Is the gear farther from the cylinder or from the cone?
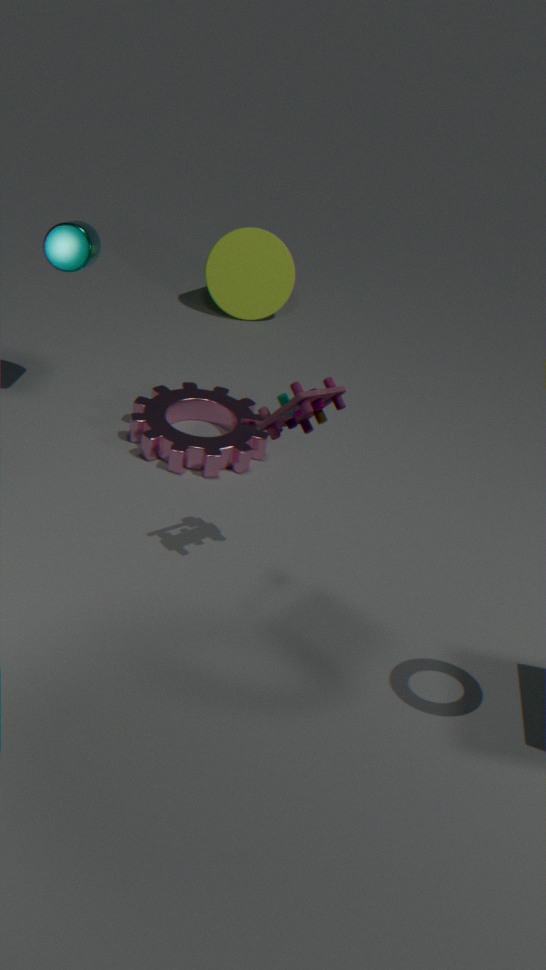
→ the cone
